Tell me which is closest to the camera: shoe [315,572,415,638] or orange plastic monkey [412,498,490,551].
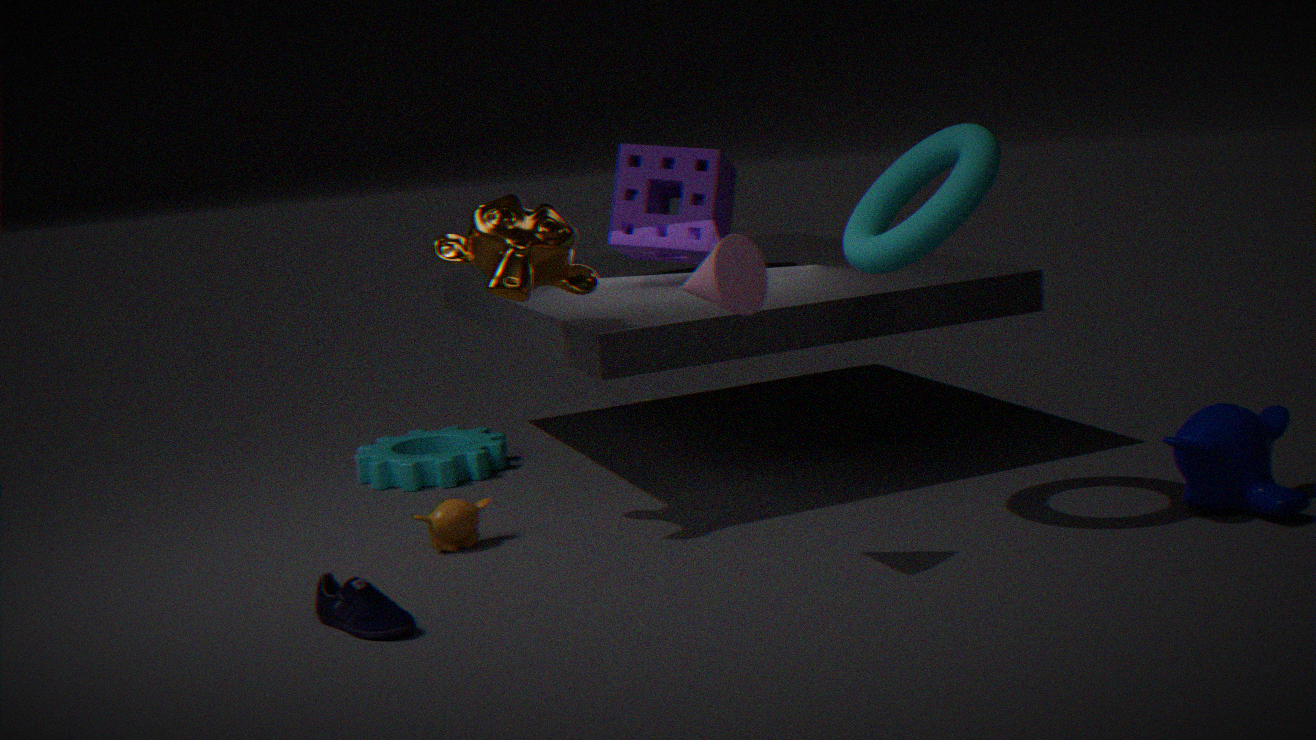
shoe [315,572,415,638]
